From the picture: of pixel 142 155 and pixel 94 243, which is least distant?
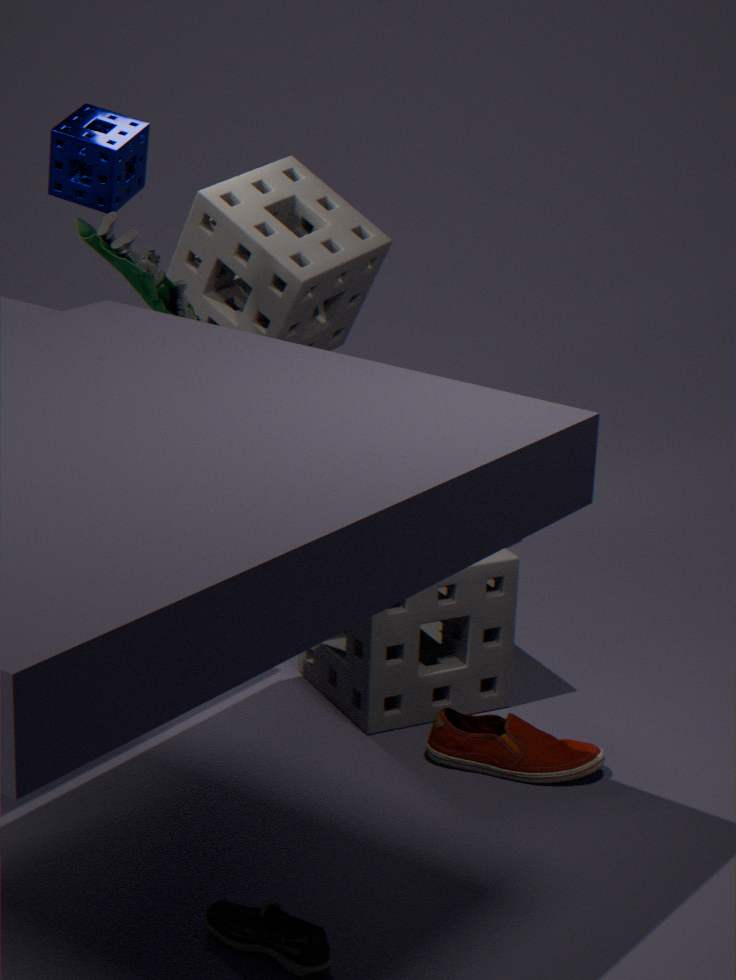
pixel 94 243
